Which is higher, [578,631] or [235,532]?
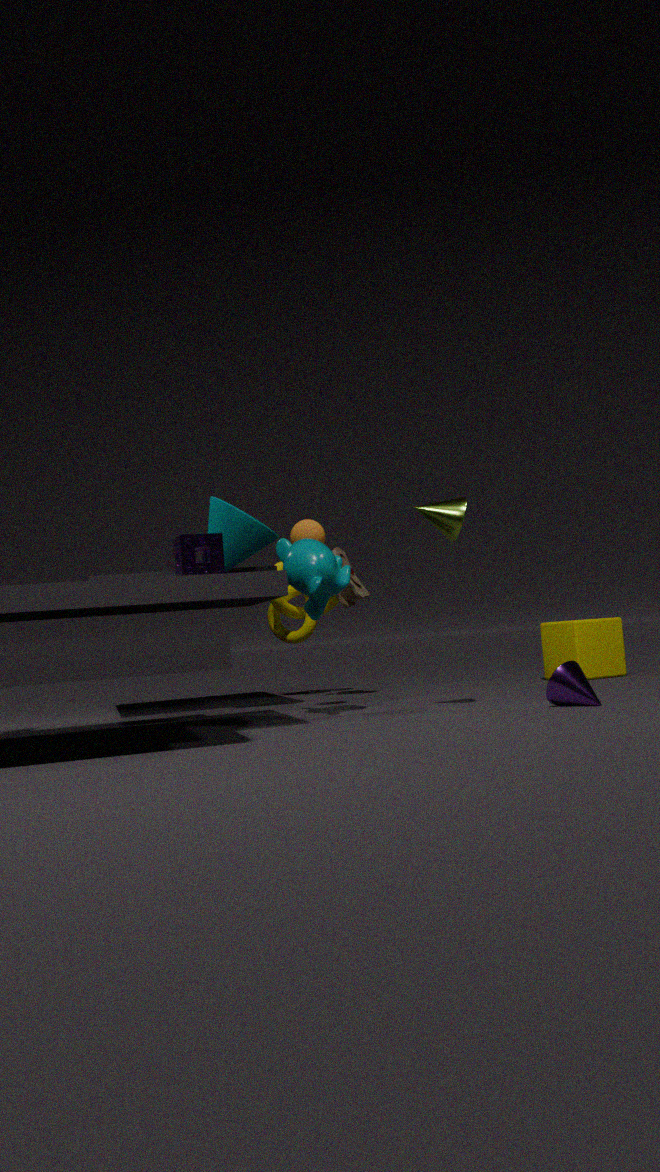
[235,532]
